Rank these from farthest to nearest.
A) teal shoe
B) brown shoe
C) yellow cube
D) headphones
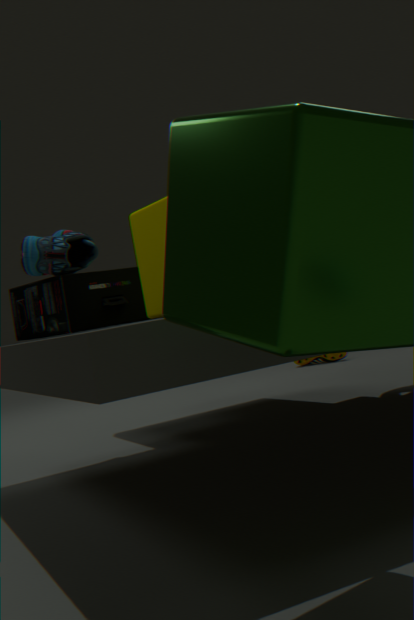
brown shoe, headphones, teal shoe, yellow cube
